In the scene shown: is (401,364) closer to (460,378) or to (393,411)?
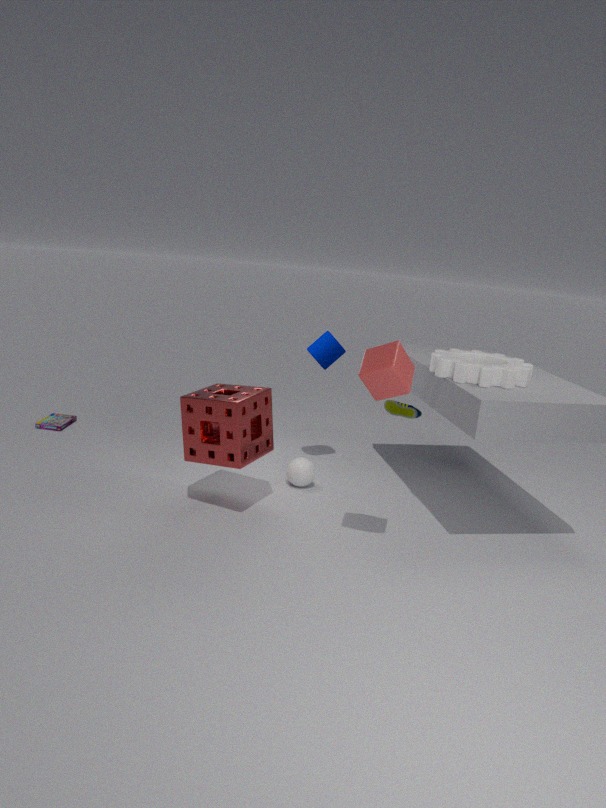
(460,378)
